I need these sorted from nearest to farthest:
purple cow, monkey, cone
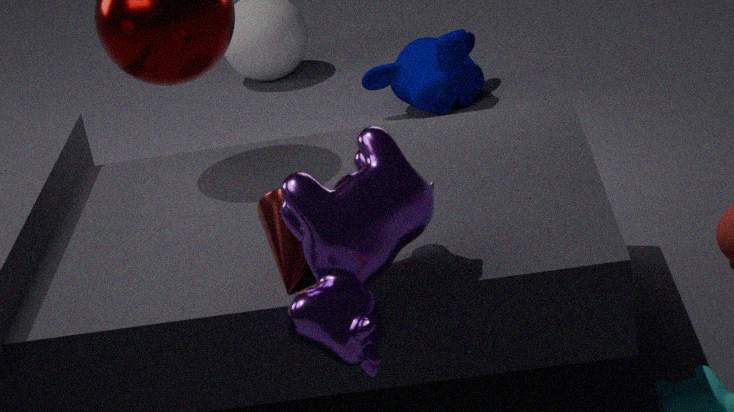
purple cow, cone, monkey
